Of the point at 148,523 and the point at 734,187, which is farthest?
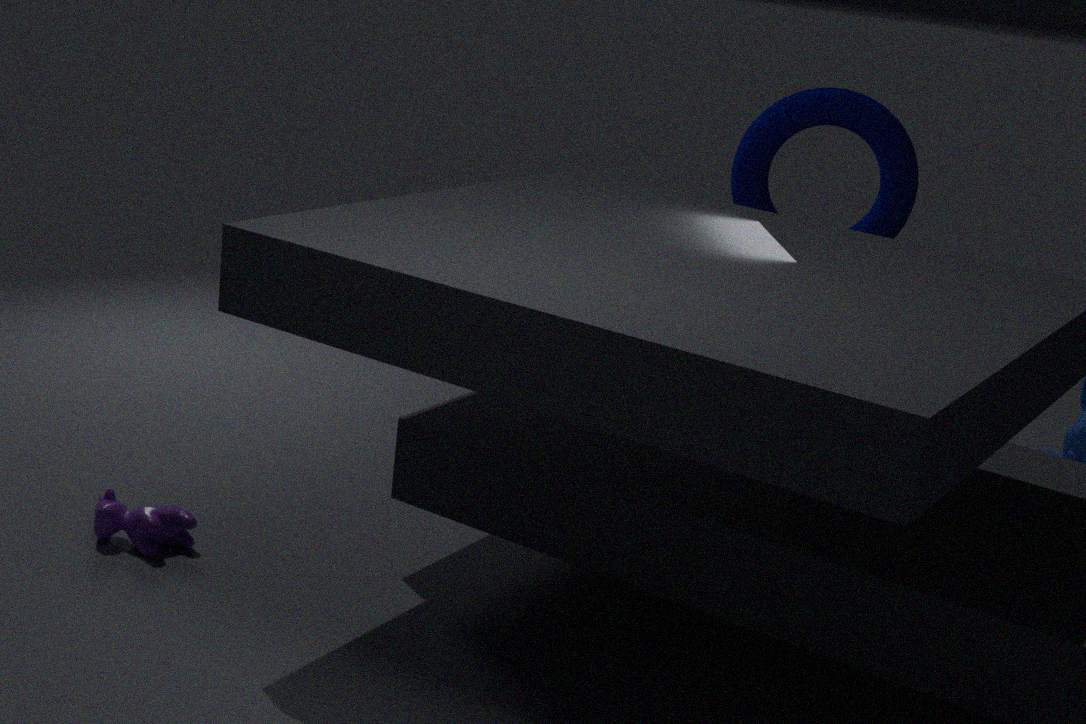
the point at 734,187
